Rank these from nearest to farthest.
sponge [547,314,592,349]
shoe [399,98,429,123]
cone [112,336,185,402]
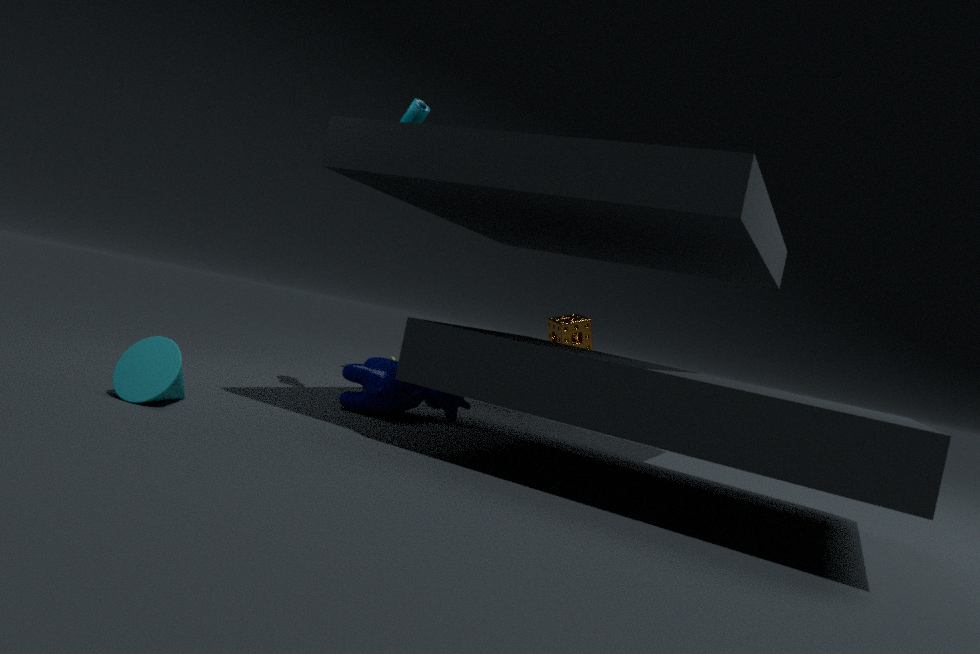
cone [112,336,185,402]
shoe [399,98,429,123]
sponge [547,314,592,349]
